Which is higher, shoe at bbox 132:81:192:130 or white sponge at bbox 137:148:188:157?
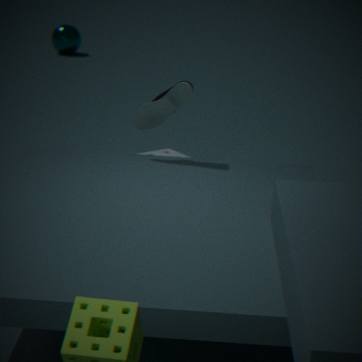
shoe at bbox 132:81:192:130
